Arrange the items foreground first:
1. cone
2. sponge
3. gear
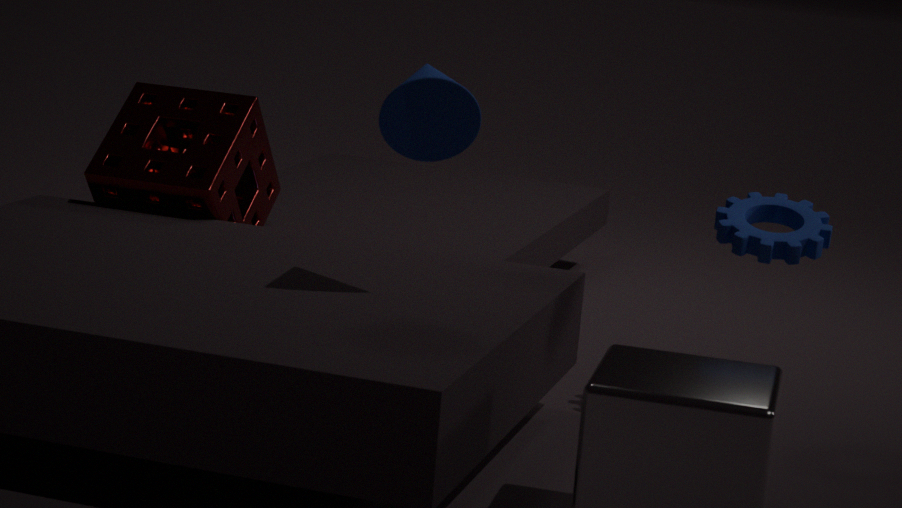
1. cone
2. gear
3. sponge
